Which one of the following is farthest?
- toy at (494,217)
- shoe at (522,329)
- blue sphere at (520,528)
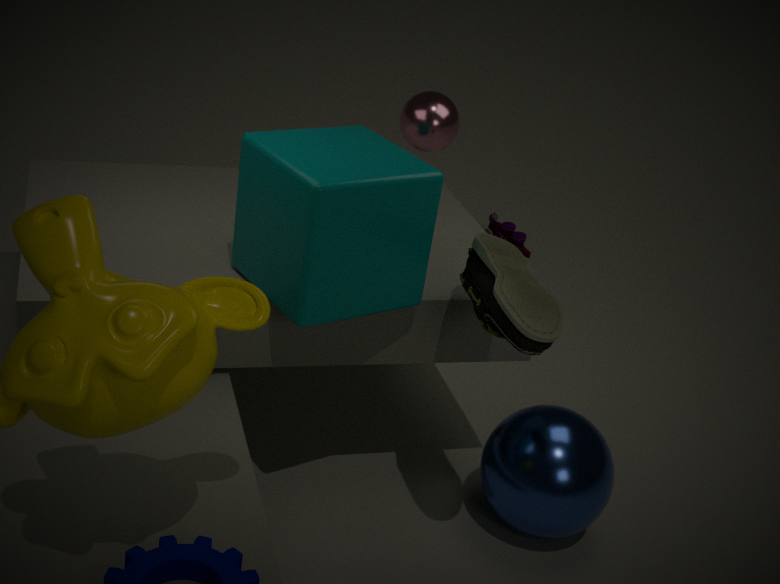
toy at (494,217)
